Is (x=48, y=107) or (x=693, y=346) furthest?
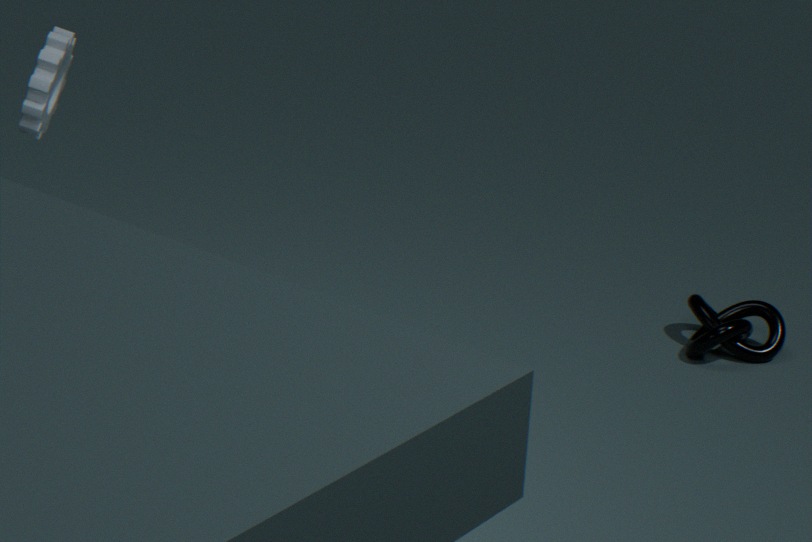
(x=693, y=346)
